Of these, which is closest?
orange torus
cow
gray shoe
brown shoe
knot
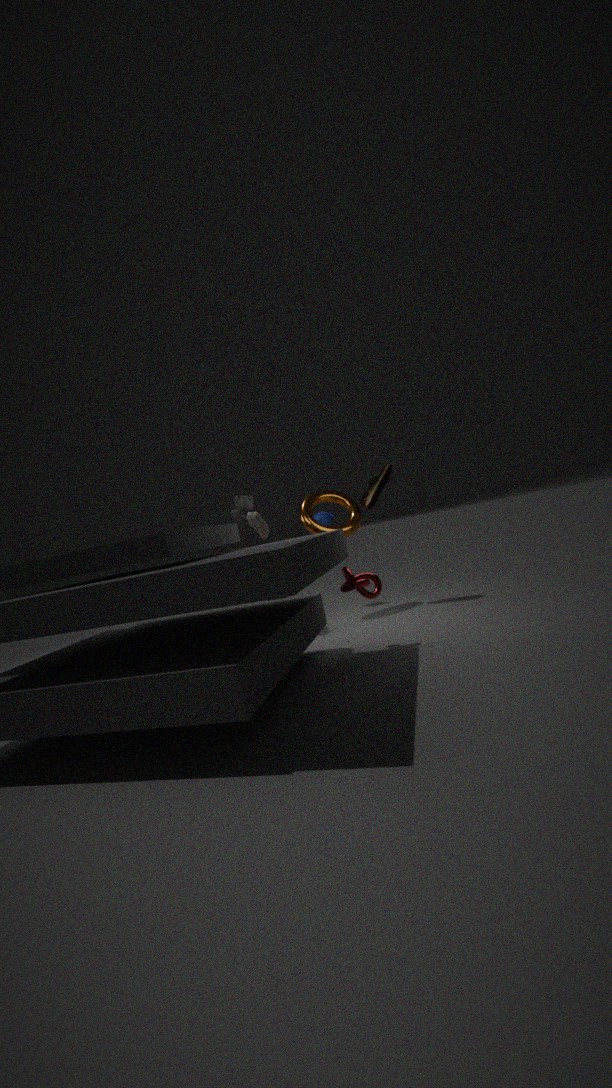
knot
